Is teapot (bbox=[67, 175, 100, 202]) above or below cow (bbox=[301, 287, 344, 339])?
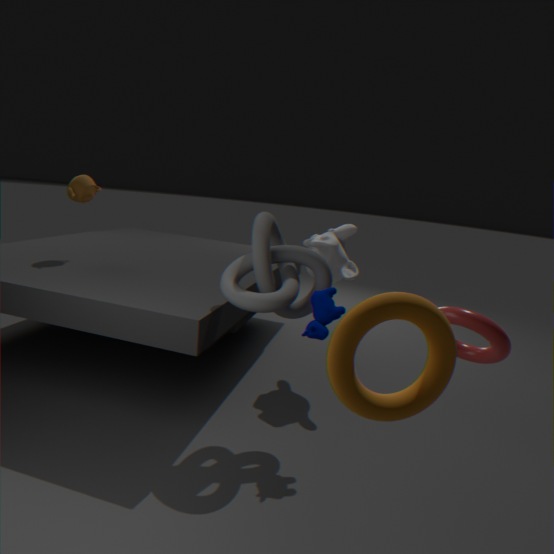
above
